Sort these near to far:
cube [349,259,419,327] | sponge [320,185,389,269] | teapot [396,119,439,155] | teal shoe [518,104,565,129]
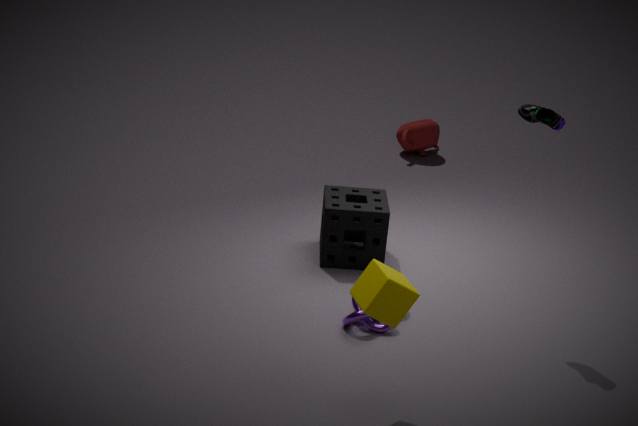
cube [349,259,419,327] < teal shoe [518,104,565,129] < sponge [320,185,389,269] < teapot [396,119,439,155]
